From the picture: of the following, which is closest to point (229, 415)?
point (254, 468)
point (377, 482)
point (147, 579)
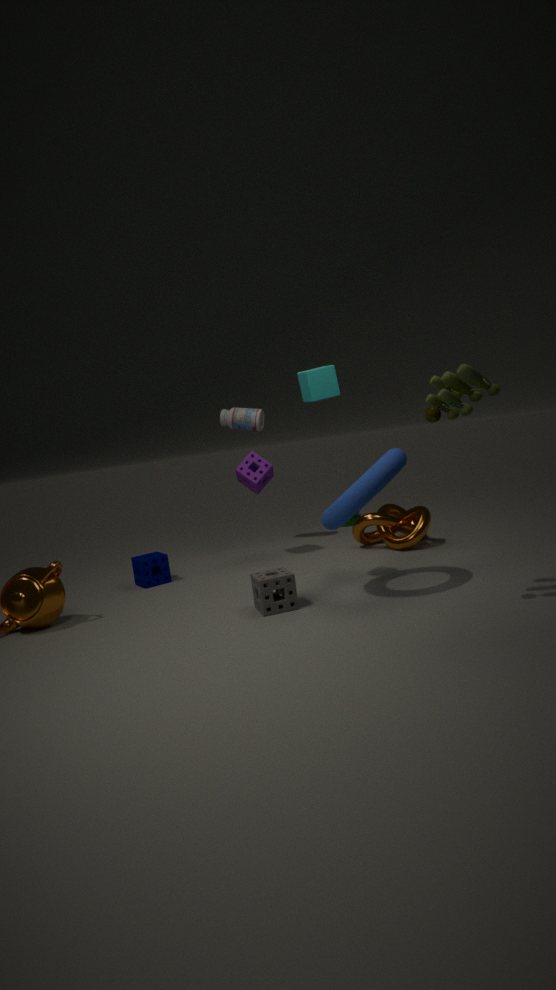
point (254, 468)
